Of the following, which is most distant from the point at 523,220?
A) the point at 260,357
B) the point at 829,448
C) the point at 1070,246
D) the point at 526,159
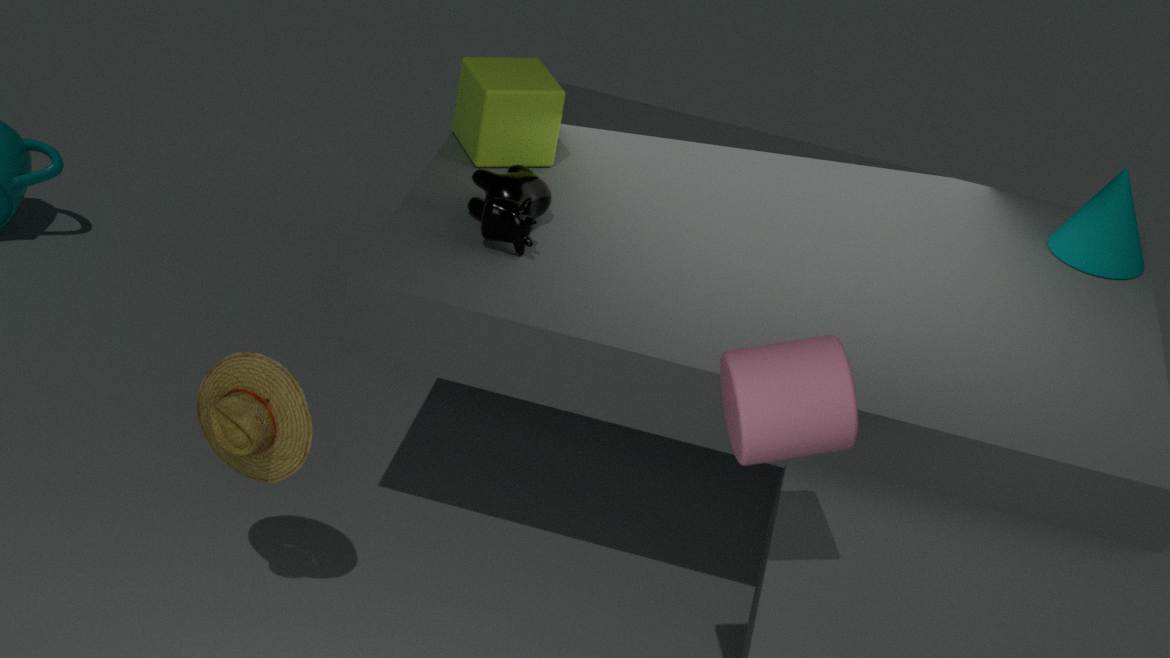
the point at 1070,246
